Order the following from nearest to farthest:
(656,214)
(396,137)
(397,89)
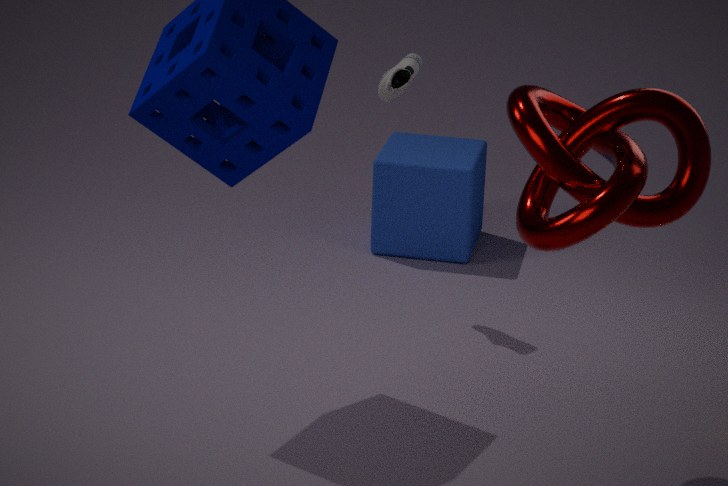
(656,214) → (397,89) → (396,137)
